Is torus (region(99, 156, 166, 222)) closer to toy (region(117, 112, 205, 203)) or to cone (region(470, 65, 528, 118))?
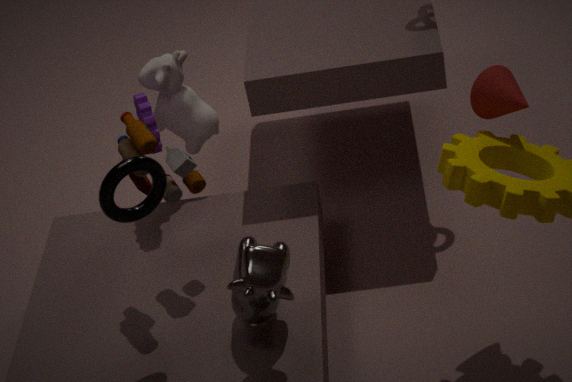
toy (region(117, 112, 205, 203))
